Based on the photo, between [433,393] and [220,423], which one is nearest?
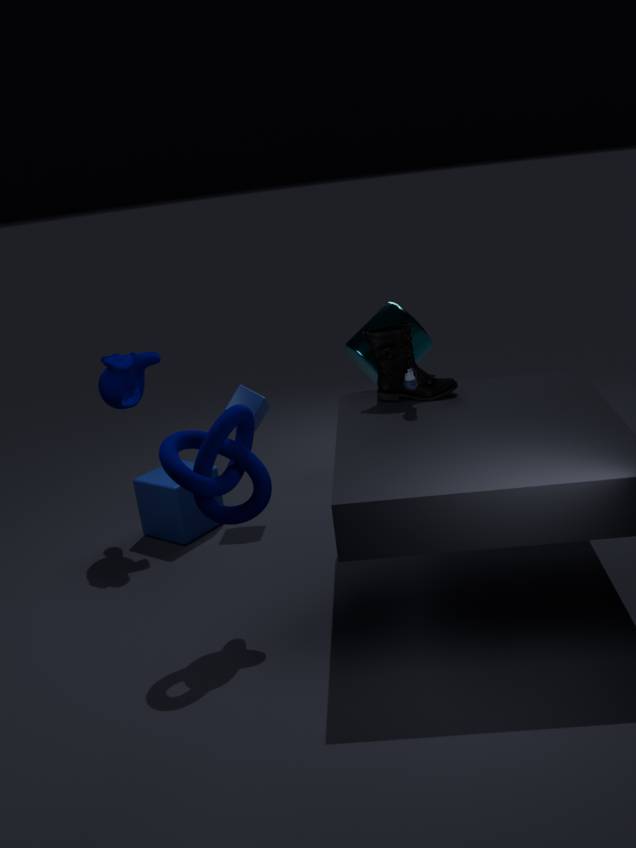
[220,423]
